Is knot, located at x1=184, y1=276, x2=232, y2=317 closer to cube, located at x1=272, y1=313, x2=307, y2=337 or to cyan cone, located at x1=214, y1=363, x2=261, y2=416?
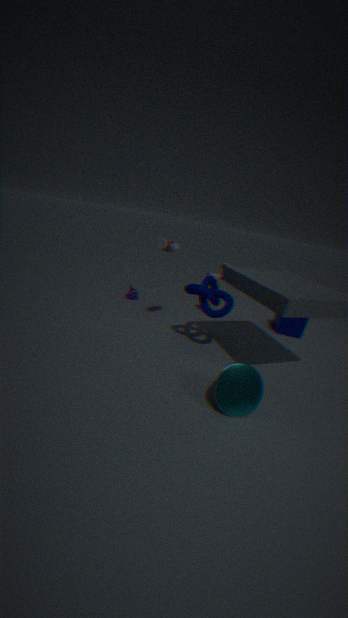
cyan cone, located at x1=214, y1=363, x2=261, y2=416
